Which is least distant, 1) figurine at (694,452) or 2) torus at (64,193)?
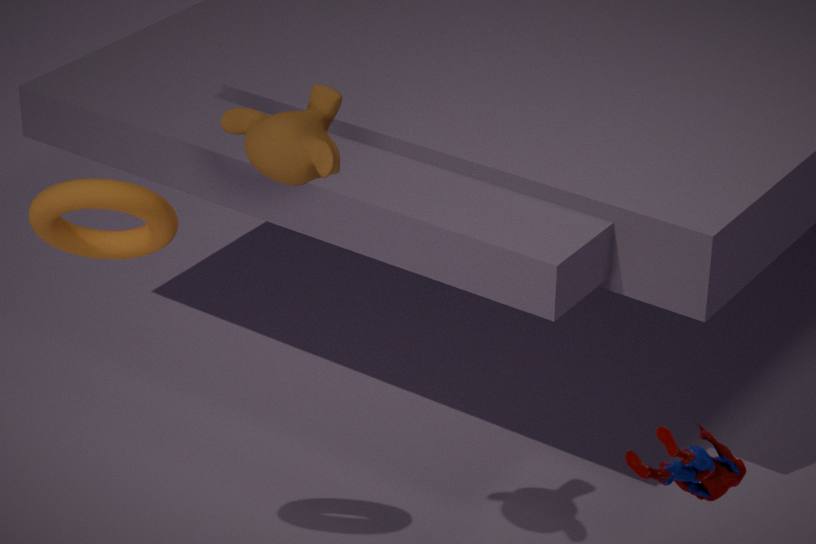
1. figurine at (694,452)
